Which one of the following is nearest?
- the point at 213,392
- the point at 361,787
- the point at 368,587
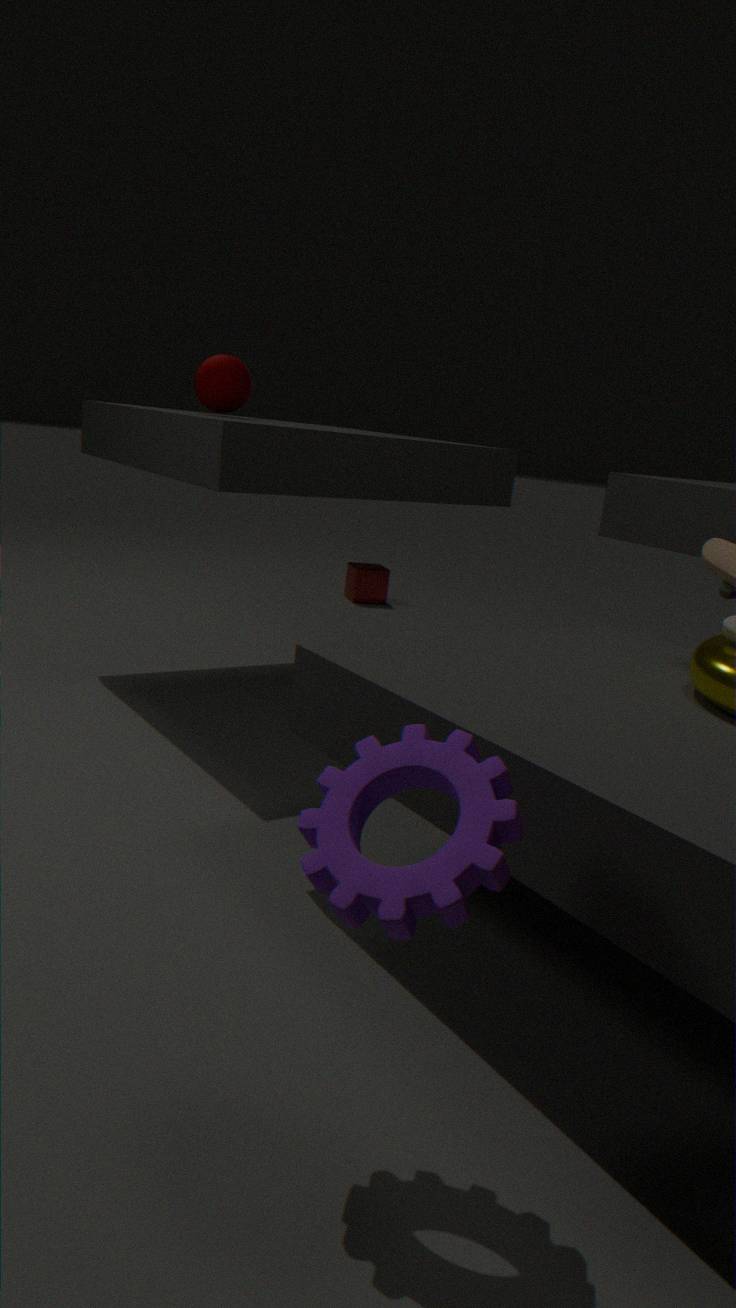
the point at 361,787
